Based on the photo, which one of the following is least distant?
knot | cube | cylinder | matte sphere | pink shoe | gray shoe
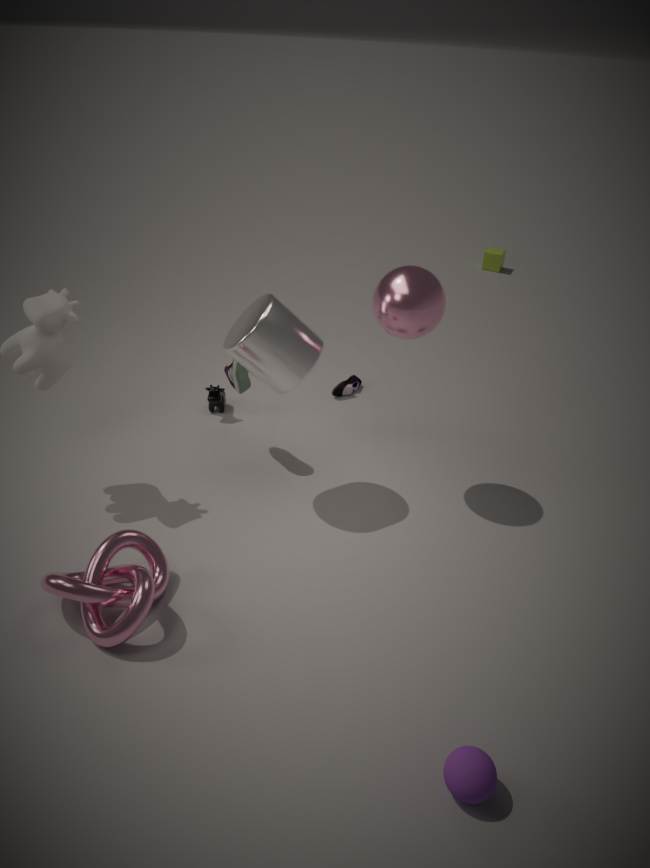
matte sphere
